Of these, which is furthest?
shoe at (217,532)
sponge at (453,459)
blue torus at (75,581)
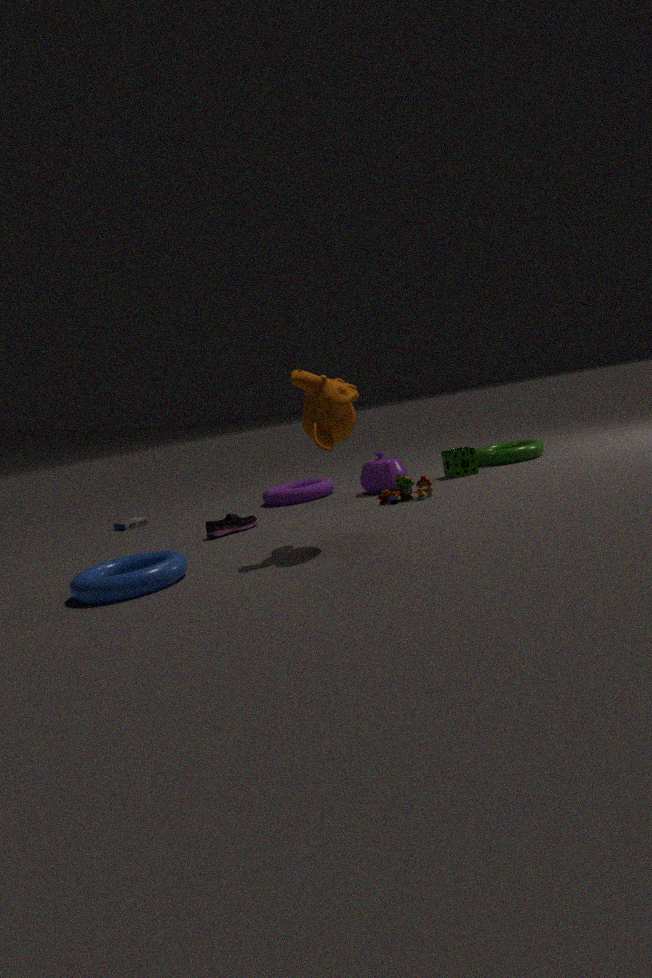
sponge at (453,459)
